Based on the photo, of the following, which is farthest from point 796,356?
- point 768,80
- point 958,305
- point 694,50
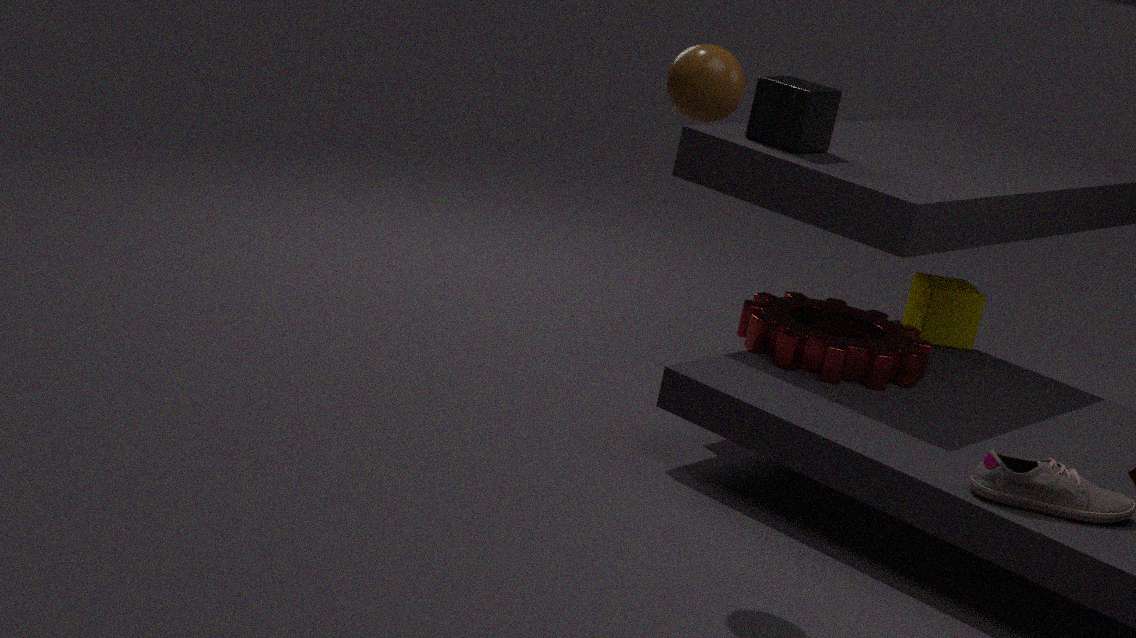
point 694,50
